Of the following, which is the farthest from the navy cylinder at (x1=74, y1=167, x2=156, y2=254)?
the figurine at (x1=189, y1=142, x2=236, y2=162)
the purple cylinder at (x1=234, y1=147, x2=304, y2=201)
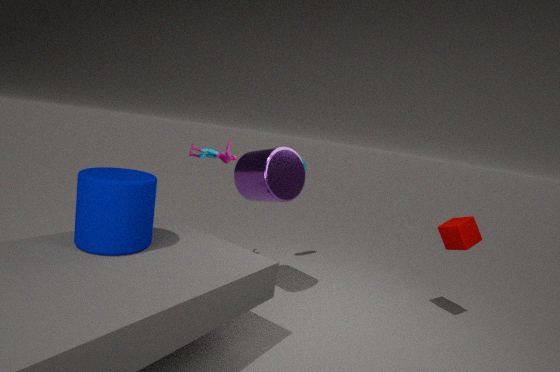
the figurine at (x1=189, y1=142, x2=236, y2=162)
